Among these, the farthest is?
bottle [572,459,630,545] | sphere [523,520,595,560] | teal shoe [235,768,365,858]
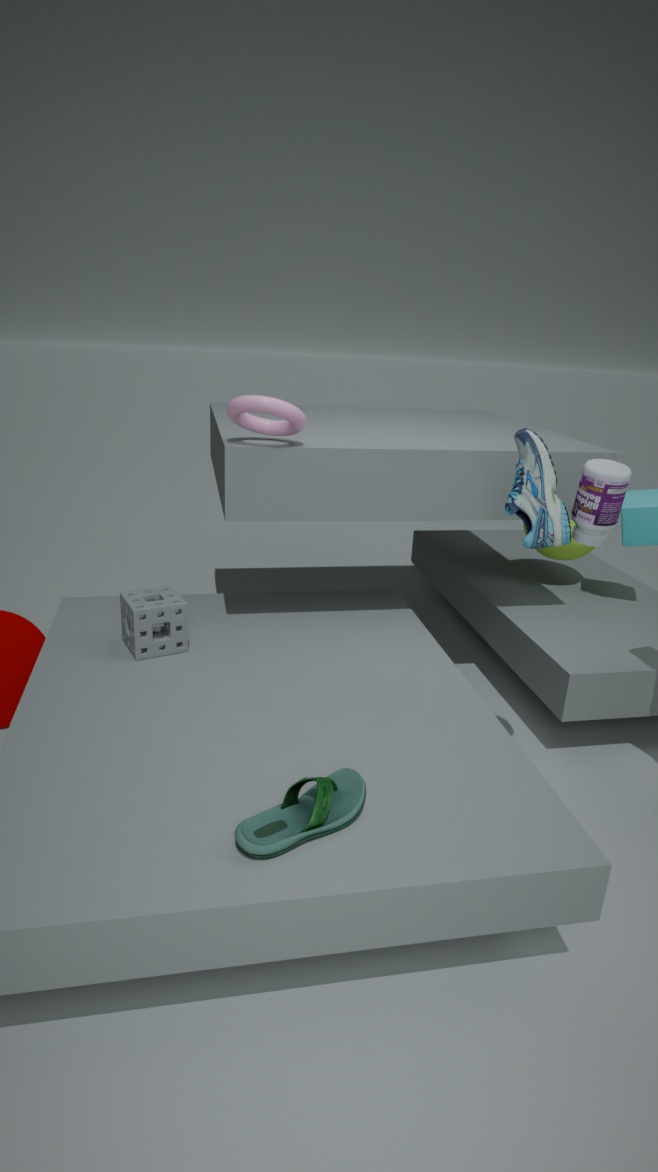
sphere [523,520,595,560]
